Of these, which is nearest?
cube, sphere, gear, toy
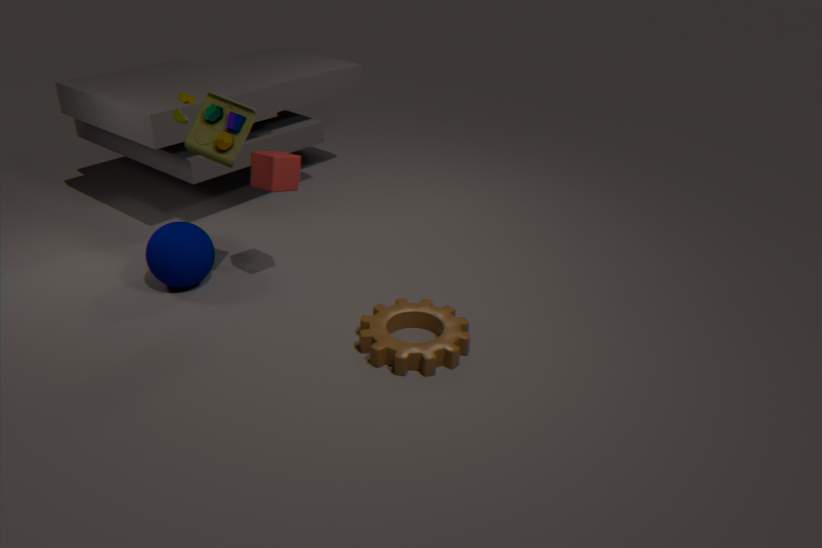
gear
